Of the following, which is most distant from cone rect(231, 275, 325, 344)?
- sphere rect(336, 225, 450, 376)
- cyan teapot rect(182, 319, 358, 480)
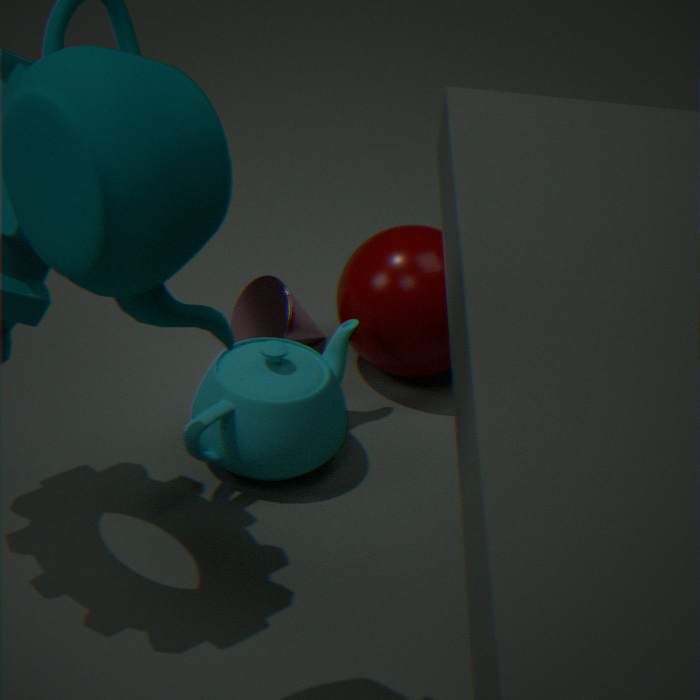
cyan teapot rect(182, 319, 358, 480)
